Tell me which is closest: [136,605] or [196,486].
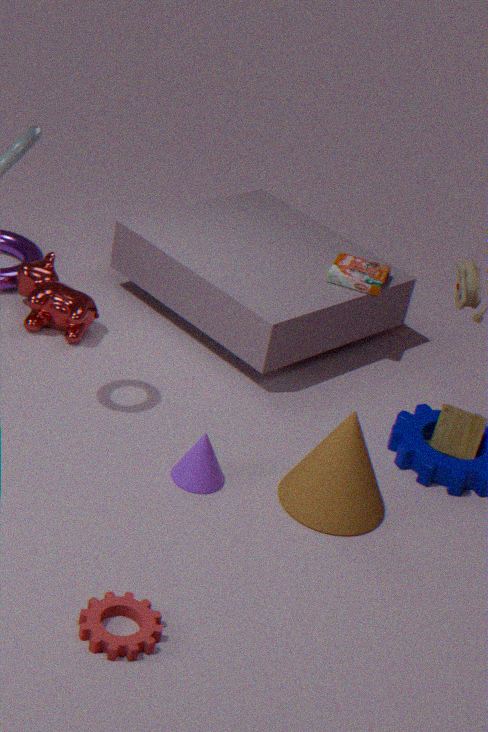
[136,605]
